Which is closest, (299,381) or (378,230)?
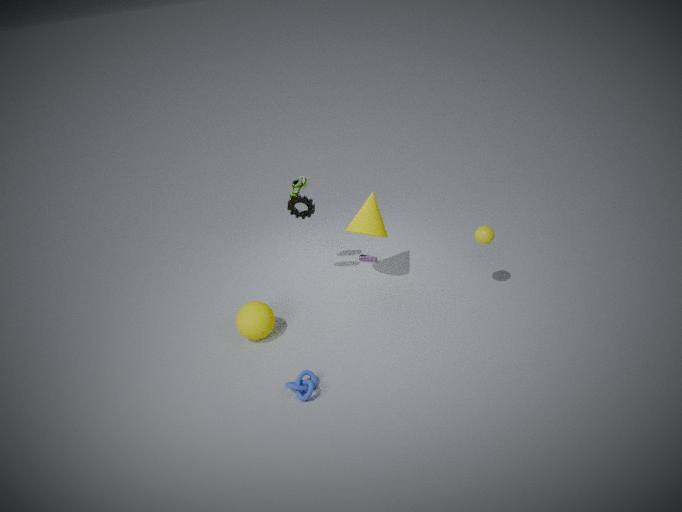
(299,381)
